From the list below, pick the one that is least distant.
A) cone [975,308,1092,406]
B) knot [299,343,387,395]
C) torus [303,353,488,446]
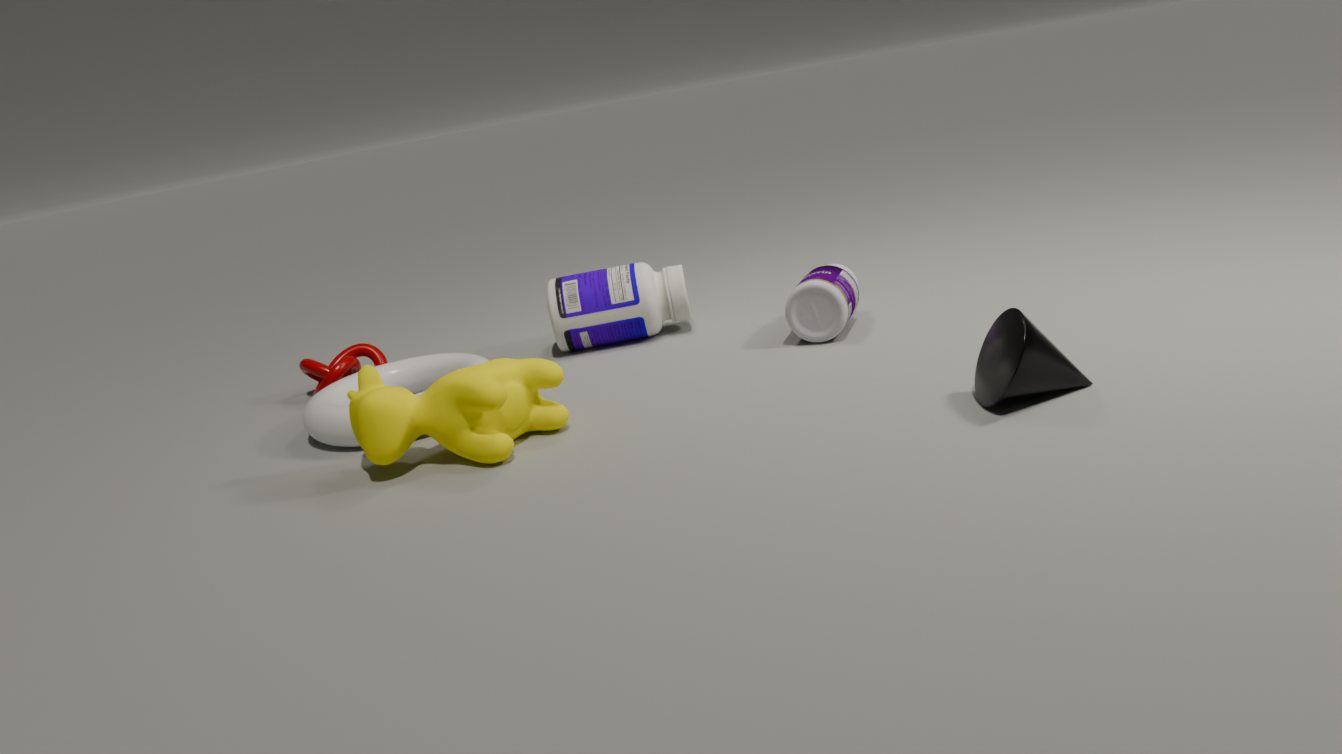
cone [975,308,1092,406]
